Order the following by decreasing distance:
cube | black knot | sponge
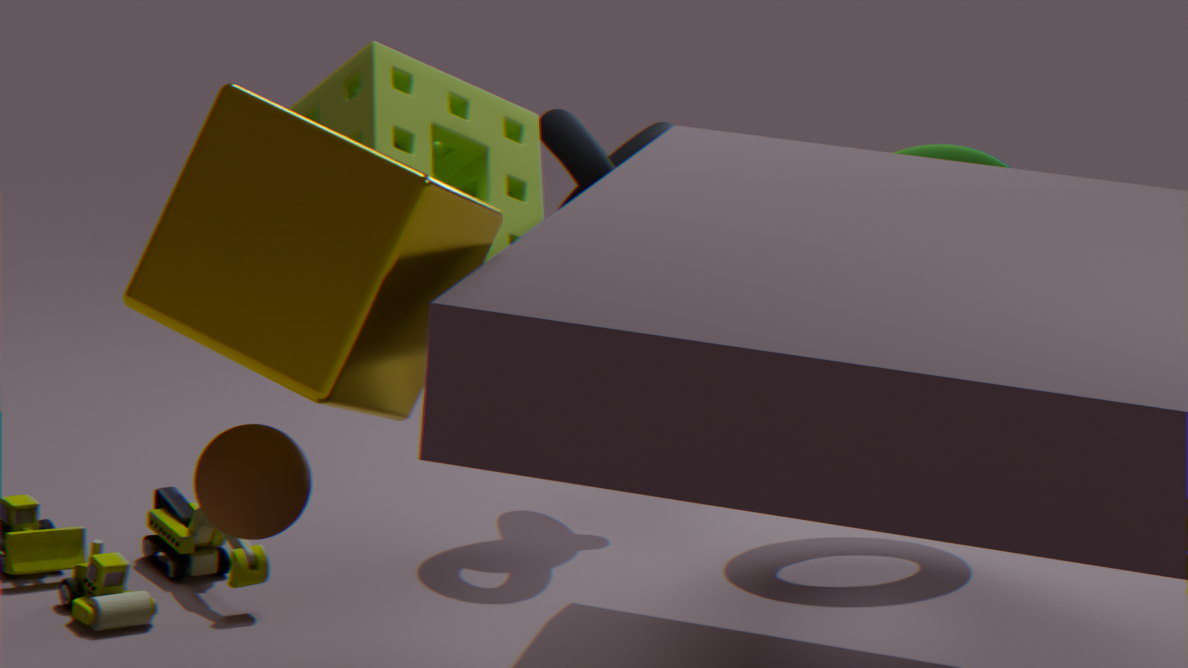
1. black knot
2. sponge
3. cube
